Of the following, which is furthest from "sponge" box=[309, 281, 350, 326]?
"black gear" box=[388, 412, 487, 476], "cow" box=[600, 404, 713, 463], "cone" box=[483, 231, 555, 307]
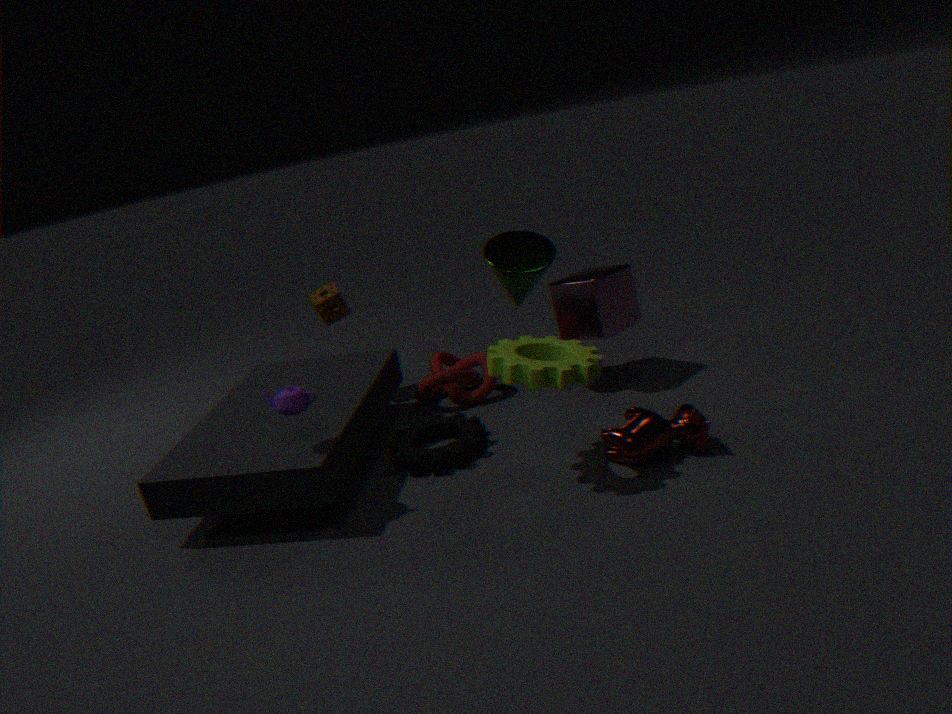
"cow" box=[600, 404, 713, 463]
